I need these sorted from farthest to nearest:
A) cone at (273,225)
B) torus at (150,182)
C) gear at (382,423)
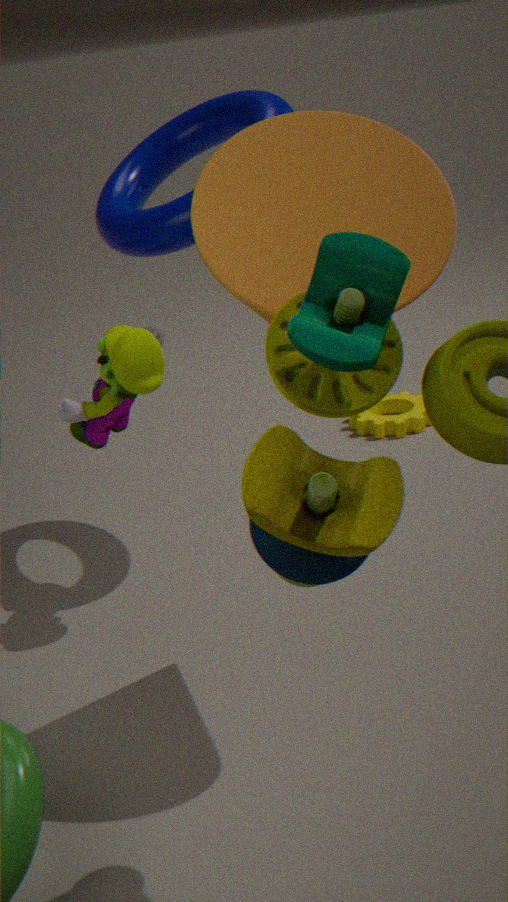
gear at (382,423)
torus at (150,182)
cone at (273,225)
